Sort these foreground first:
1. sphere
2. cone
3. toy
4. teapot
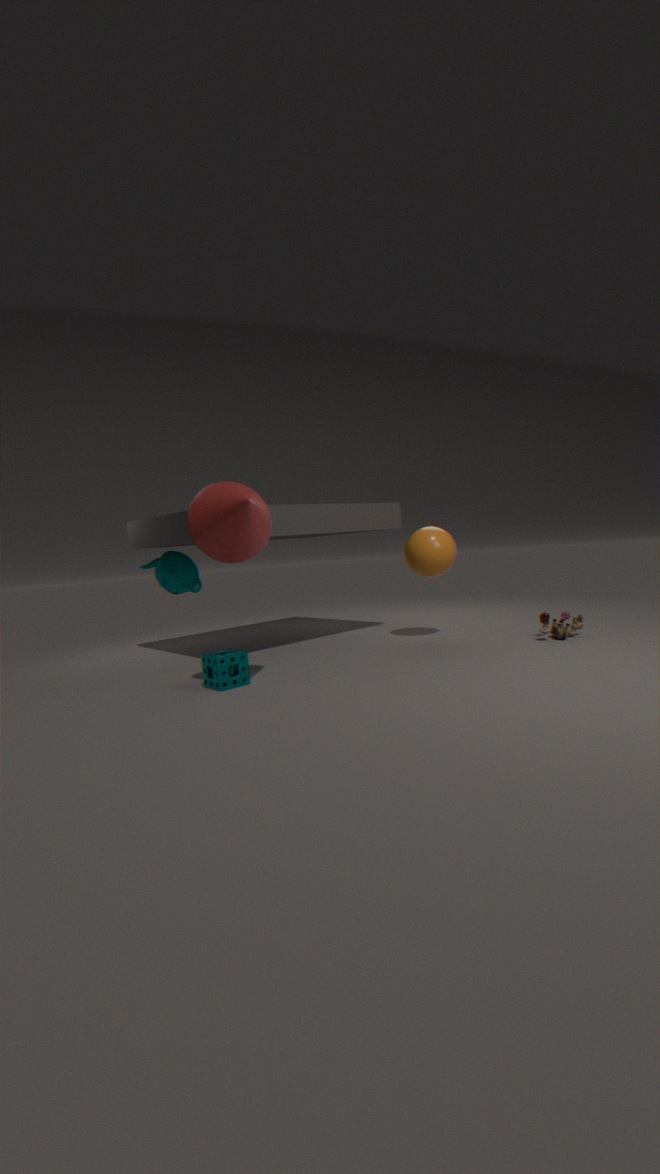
cone < toy < sphere < teapot
